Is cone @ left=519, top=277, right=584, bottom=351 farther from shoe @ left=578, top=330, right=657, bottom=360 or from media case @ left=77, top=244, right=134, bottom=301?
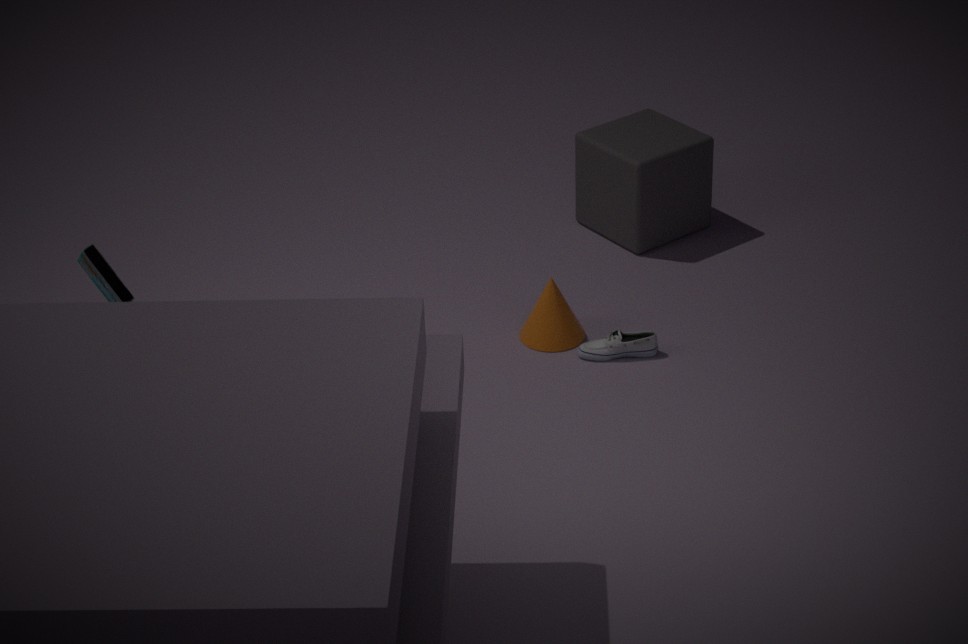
media case @ left=77, top=244, right=134, bottom=301
